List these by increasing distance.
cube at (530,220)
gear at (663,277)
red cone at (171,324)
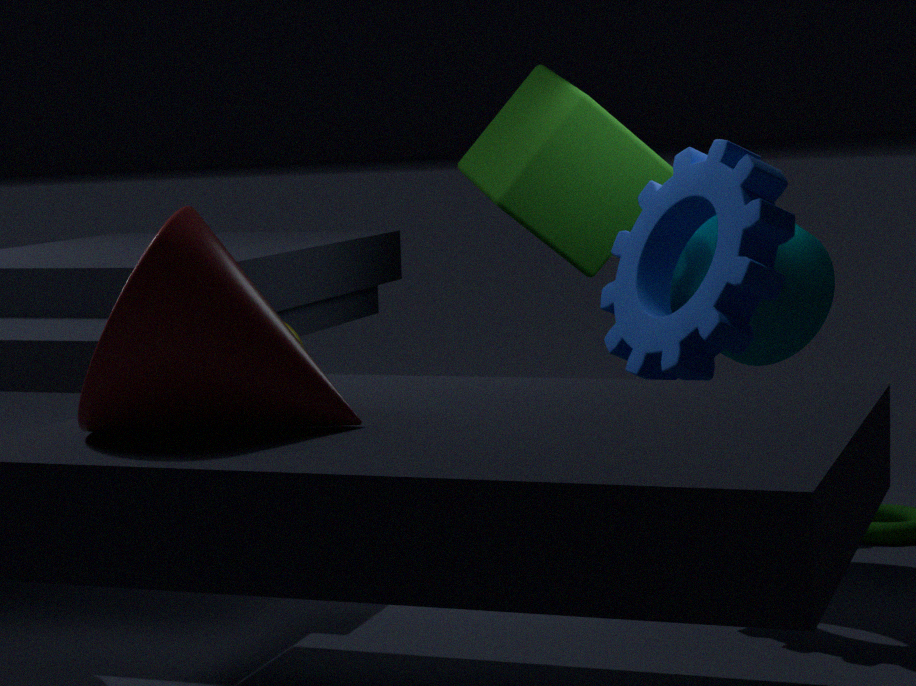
red cone at (171,324), gear at (663,277), cube at (530,220)
